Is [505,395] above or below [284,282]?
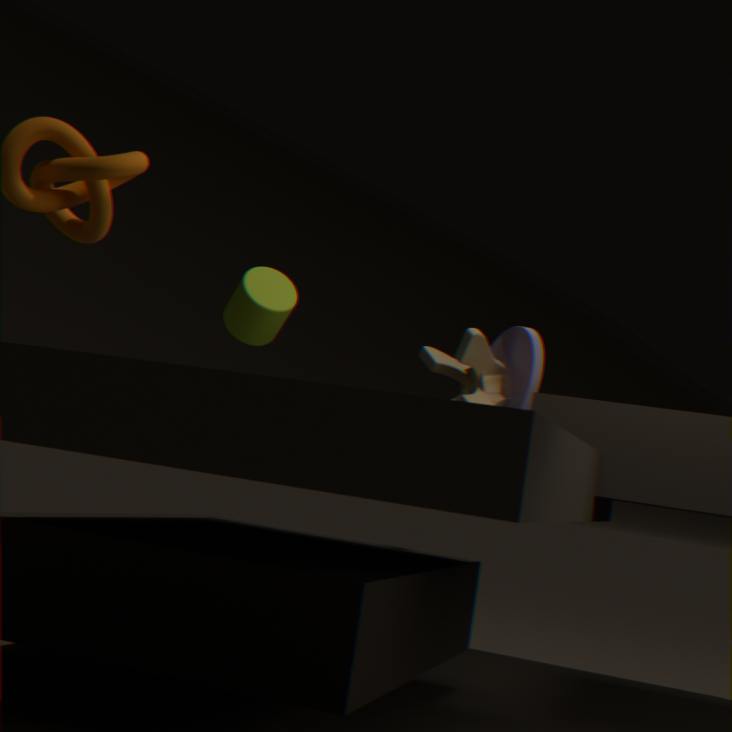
below
